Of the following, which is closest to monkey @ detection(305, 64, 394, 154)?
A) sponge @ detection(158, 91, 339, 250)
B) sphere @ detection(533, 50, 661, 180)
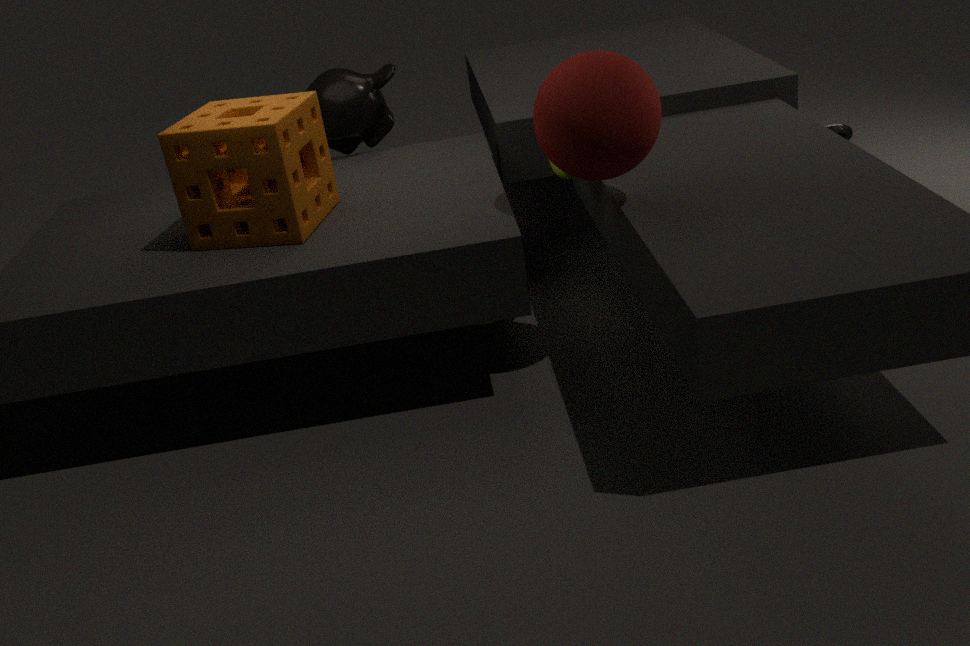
sponge @ detection(158, 91, 339, 250)
